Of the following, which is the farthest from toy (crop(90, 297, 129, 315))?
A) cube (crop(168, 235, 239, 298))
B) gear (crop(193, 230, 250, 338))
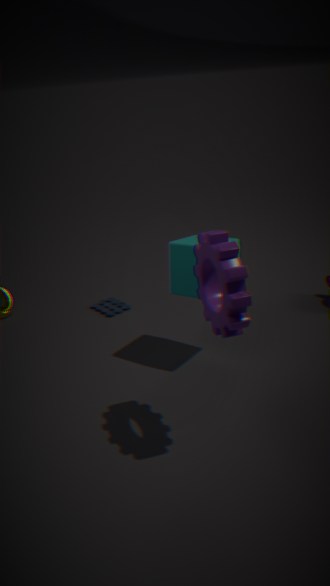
gear (crop(193, 230, 250, 338))
